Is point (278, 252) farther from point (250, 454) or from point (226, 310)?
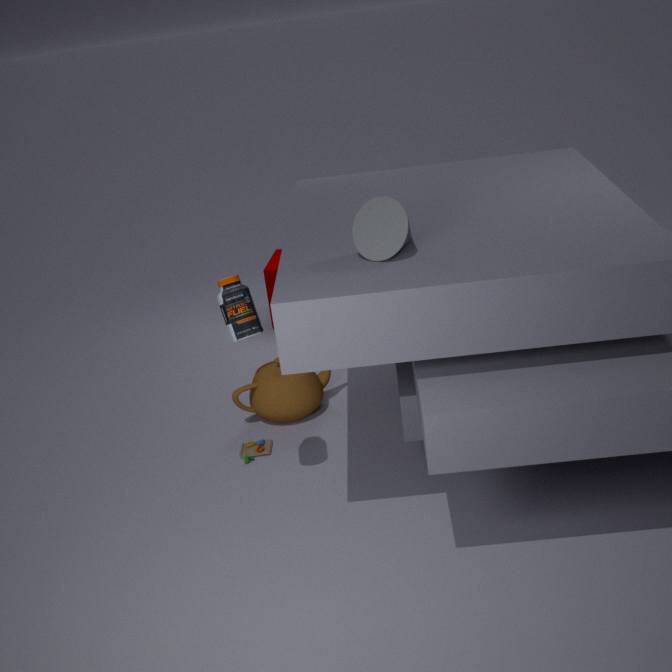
point (226, 310)
